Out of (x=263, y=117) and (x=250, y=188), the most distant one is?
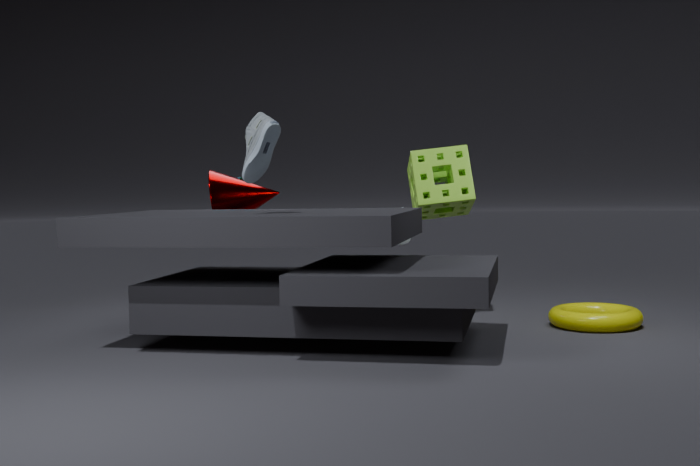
(x=250, y=188)
